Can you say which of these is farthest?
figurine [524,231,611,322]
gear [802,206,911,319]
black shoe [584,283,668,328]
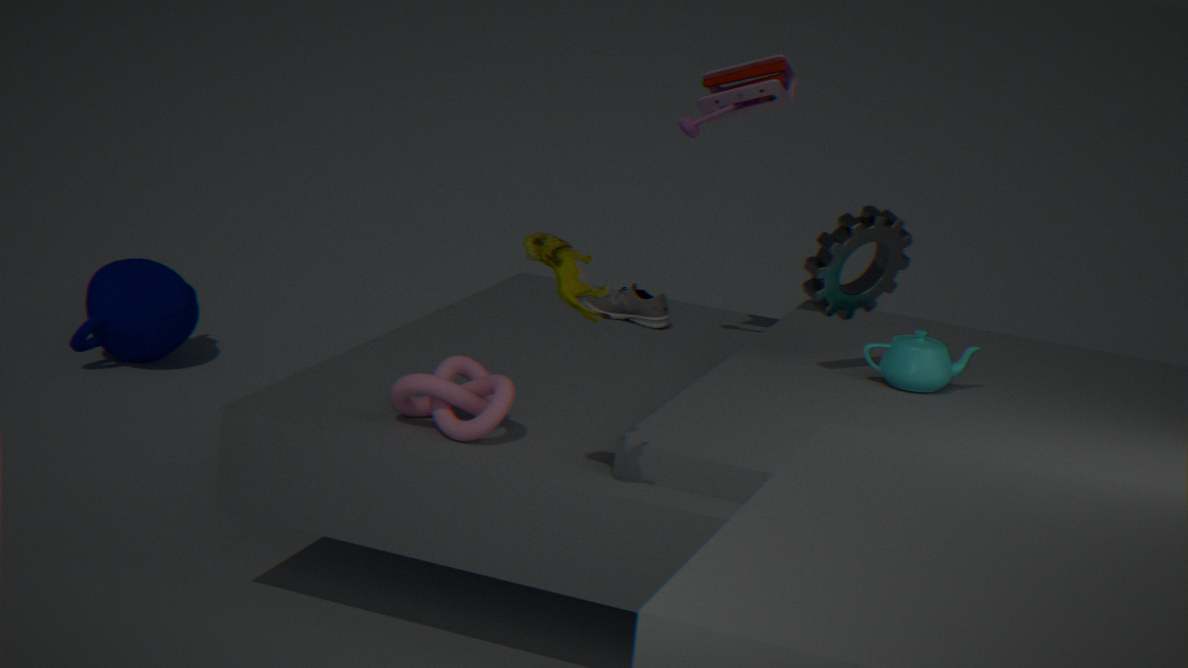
black shoe [584,283,668,328]
